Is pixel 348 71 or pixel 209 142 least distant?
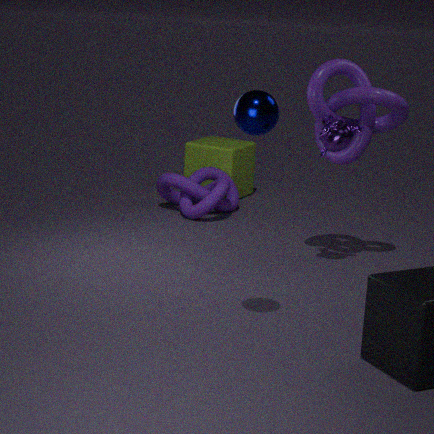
pixel 348 71
